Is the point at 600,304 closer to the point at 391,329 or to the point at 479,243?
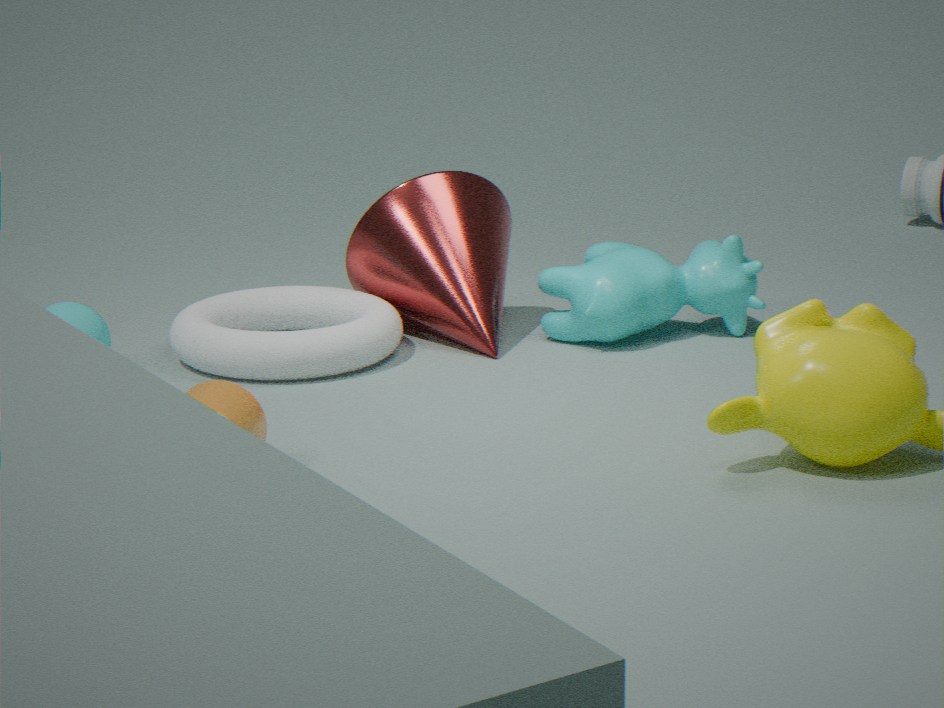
the point at 479,243
